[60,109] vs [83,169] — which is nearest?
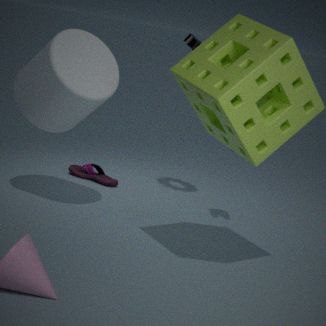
[60,109]
